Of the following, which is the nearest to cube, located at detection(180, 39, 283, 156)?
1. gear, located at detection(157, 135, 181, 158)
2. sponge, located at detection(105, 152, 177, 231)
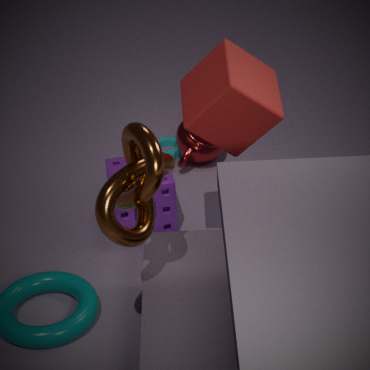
sponge, located at detection(105, 152, 177, 231)
